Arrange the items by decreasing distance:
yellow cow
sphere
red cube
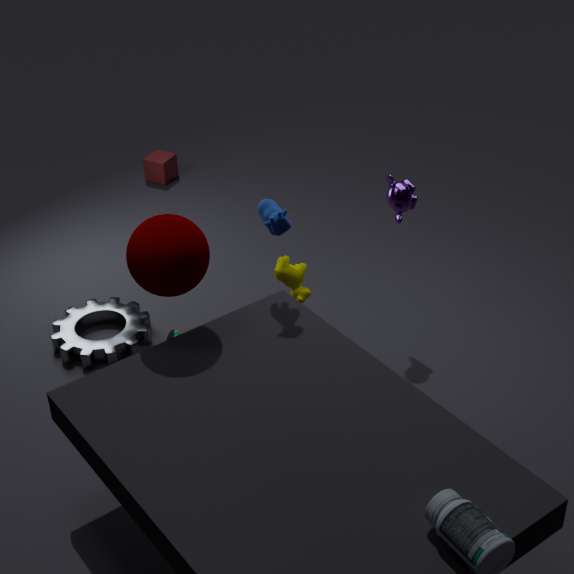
red cube → yellow cow → sphere
